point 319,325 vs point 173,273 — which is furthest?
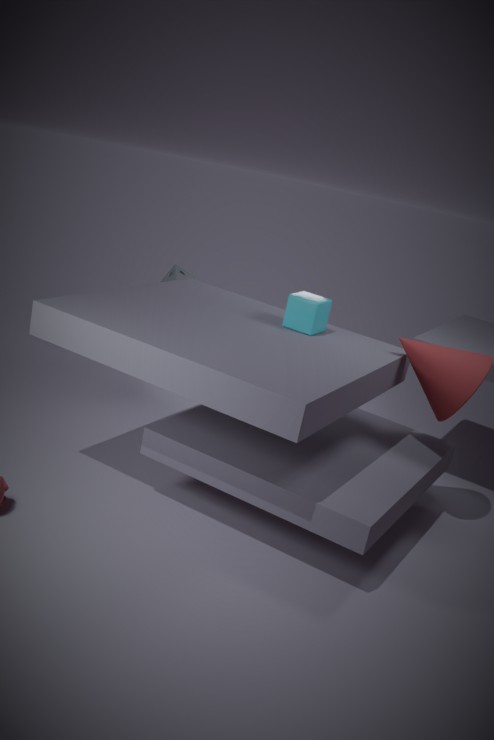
point 173,273
